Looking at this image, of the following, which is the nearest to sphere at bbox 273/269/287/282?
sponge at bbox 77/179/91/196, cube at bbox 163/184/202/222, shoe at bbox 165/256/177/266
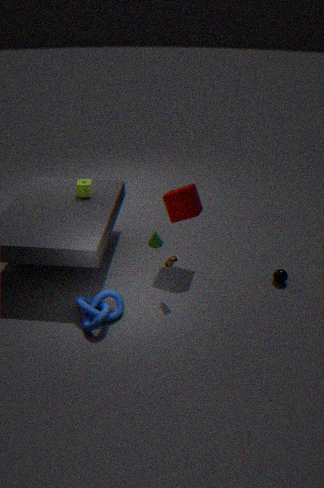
cube at bbox 163/184/202/222
